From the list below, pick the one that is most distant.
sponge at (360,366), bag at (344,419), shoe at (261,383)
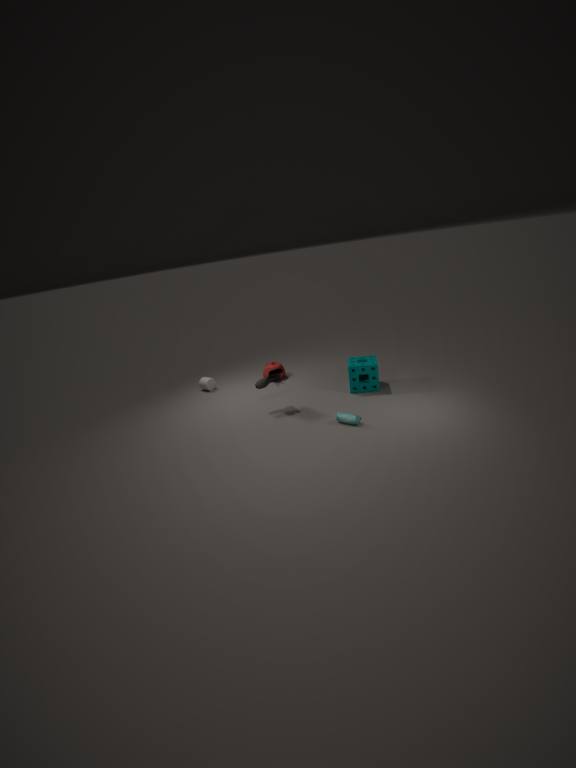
sponge at (360,366)
